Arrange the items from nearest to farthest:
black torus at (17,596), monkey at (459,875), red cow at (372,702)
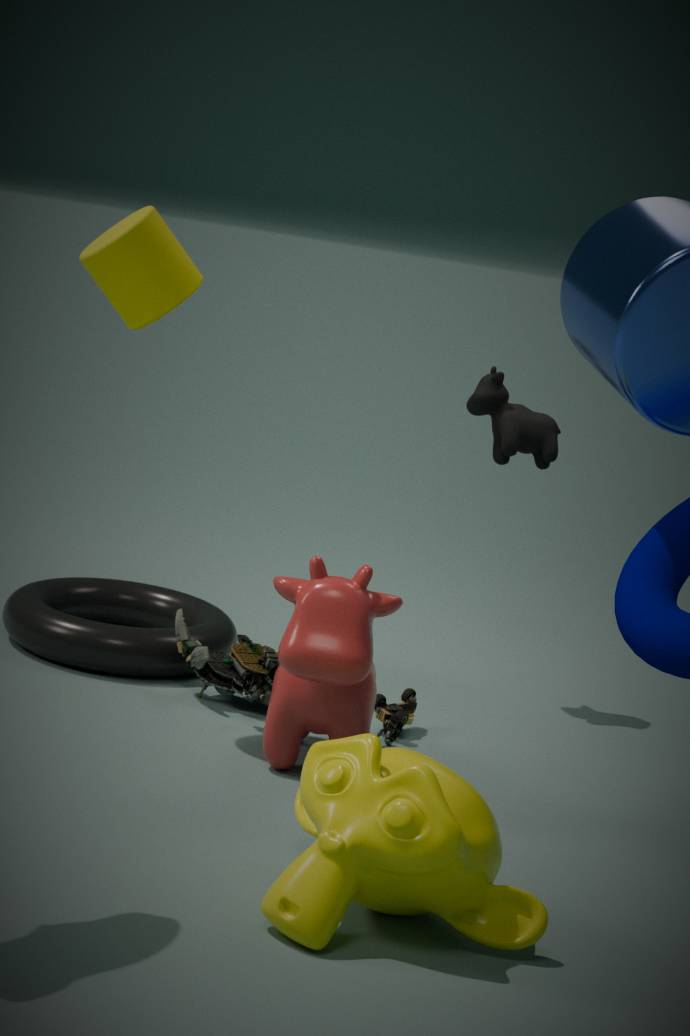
monkey at (459,875) < red cow at (372,702) < black torus at (17,596)
